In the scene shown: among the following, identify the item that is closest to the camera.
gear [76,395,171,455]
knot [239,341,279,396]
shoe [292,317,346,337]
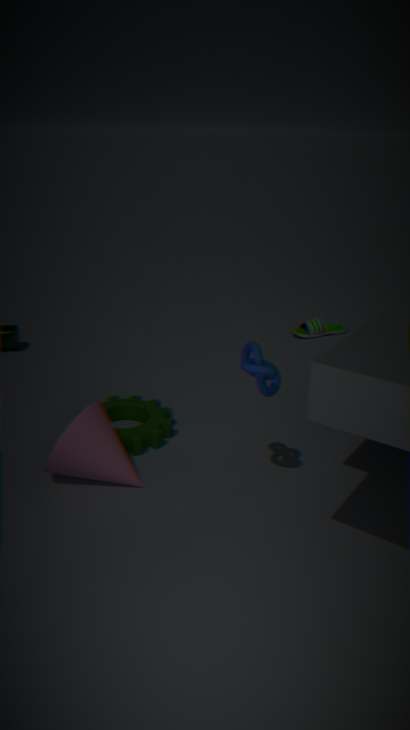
knot [239,341,279,396]
